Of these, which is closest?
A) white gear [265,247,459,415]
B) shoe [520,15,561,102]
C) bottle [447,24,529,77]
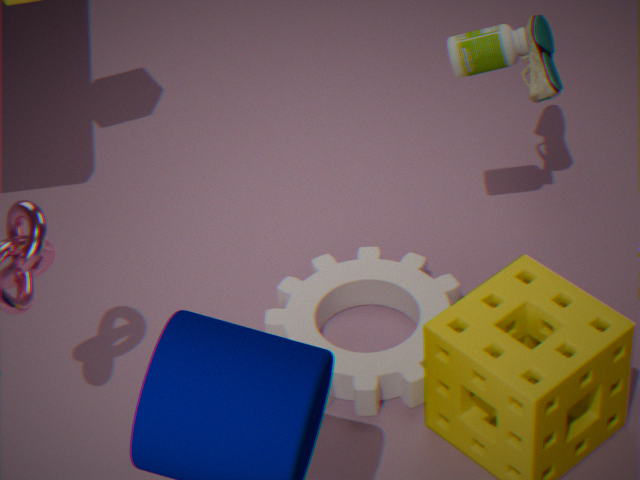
bottle [447,24,529,77]
